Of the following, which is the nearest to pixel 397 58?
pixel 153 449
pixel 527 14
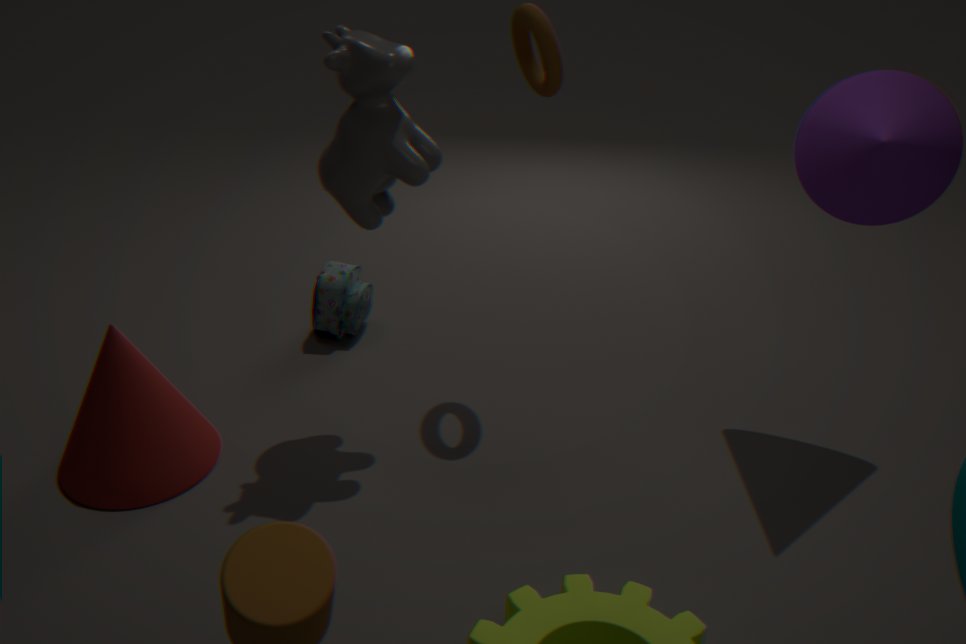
pixel 527 14
